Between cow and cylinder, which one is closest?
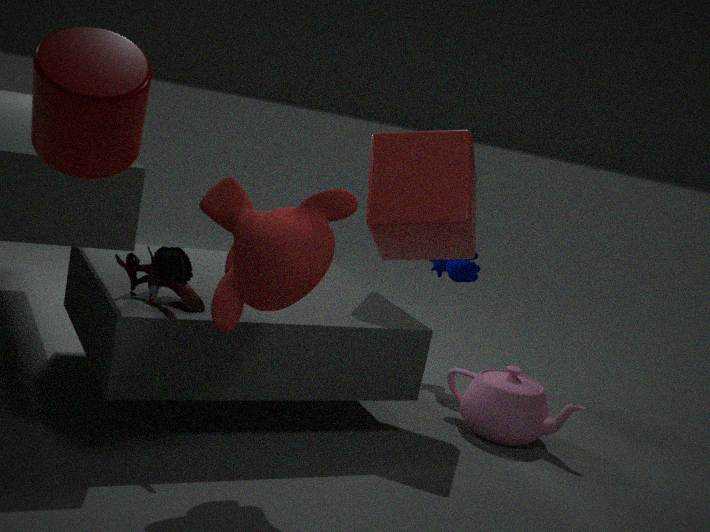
cylinder
